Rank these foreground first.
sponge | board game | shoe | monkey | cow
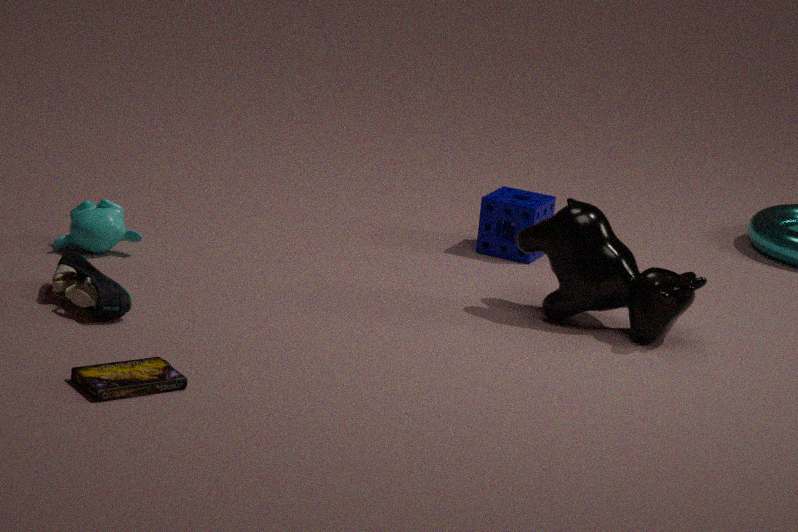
1. board game
2. shoe
3. cow
4. monkey
5. sponge
